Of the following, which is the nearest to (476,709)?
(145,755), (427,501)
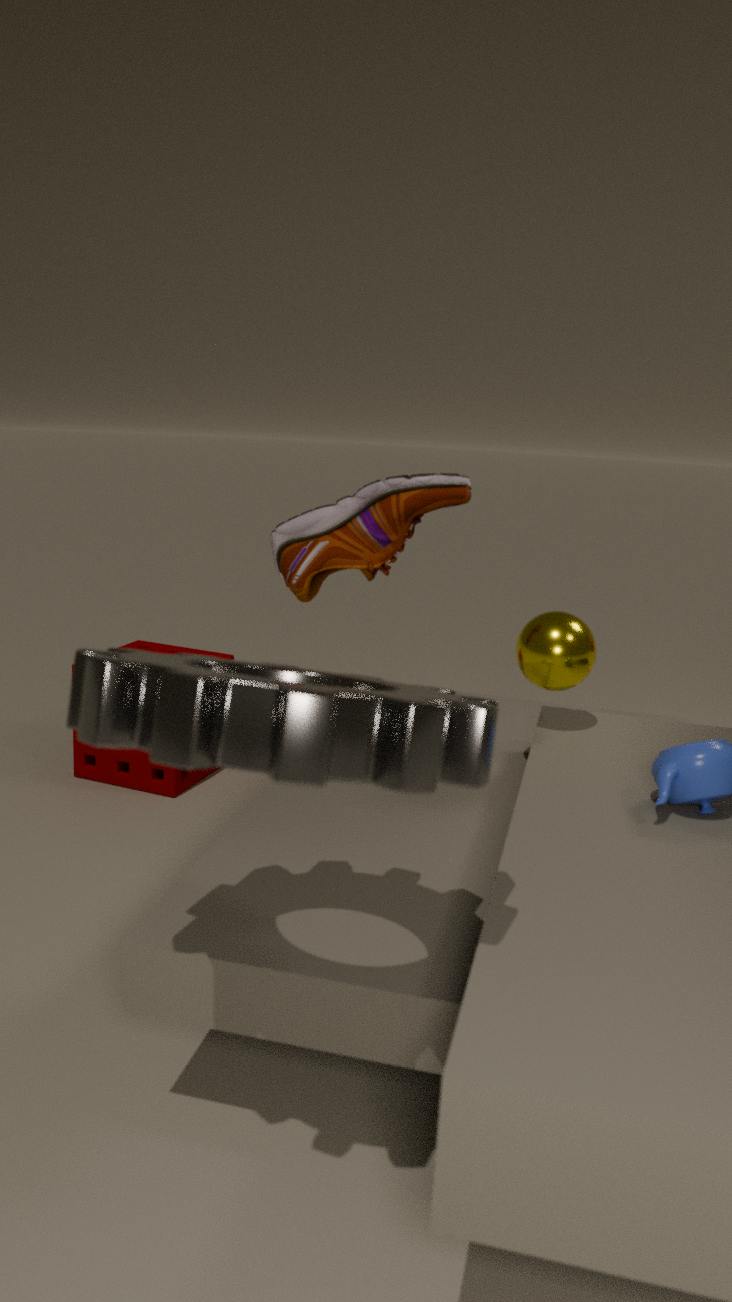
(427,501)
